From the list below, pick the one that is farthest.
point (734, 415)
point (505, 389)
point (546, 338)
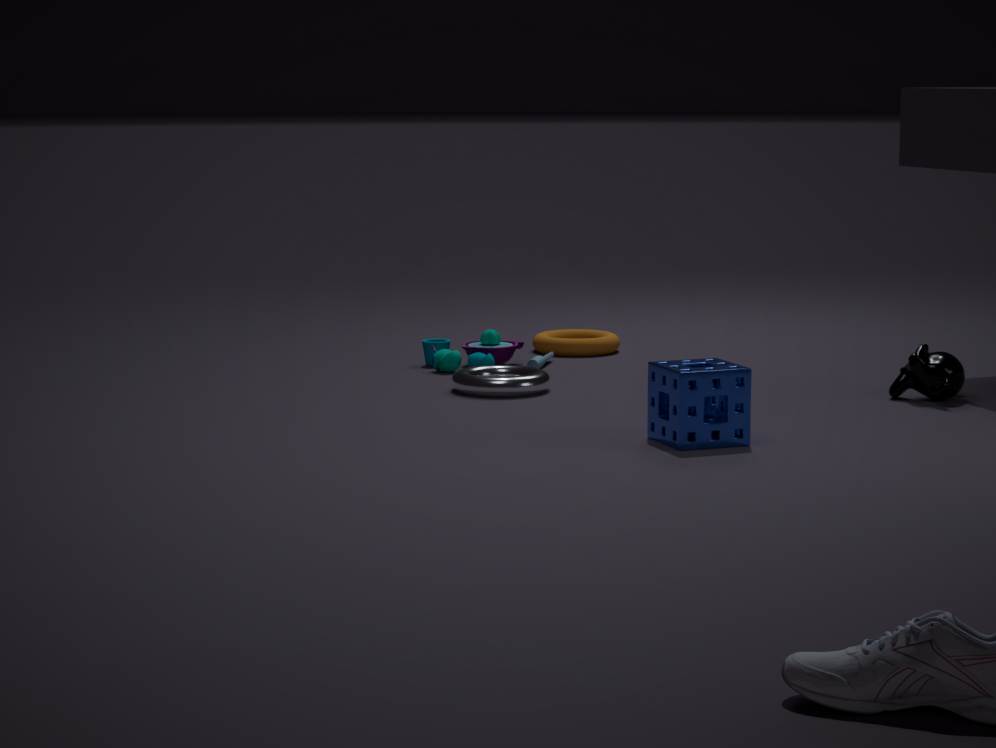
point (546, 338)
